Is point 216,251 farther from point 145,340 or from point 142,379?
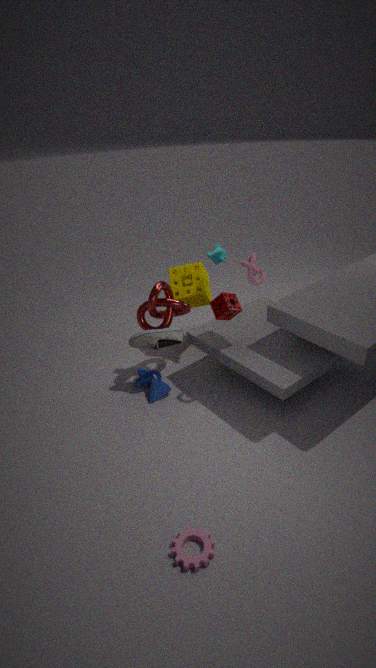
point 142,379
